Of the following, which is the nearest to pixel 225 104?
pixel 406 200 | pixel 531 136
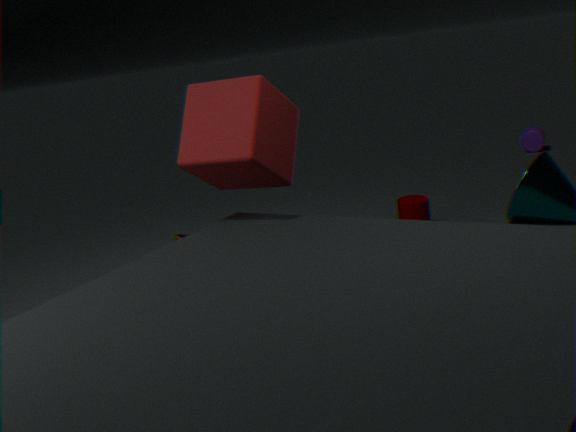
pixel 406 200
